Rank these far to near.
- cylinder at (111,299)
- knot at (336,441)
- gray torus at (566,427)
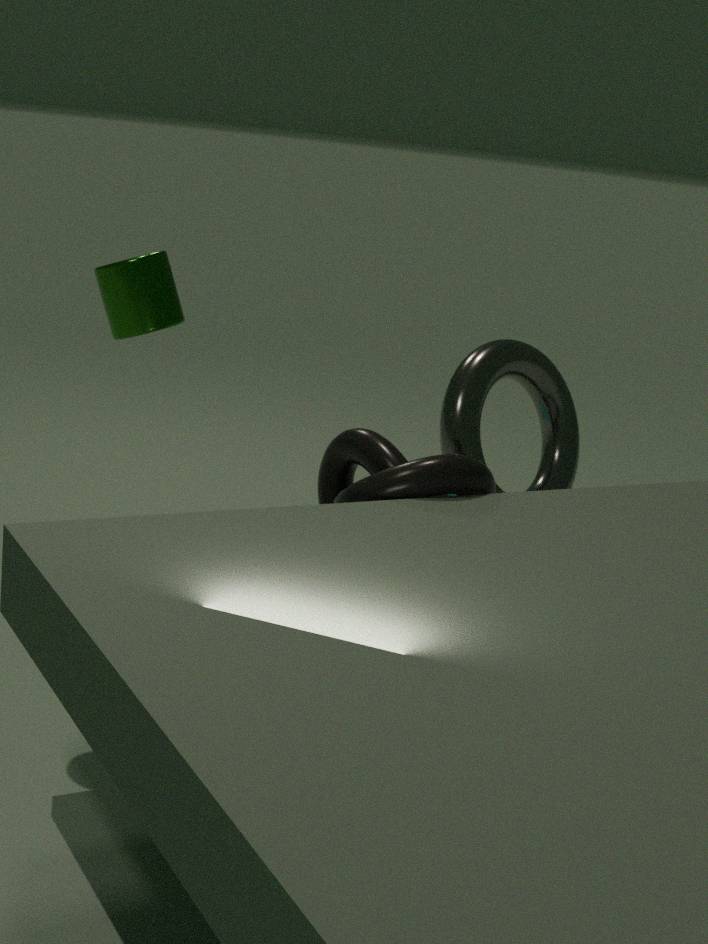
gray torus at (566,427) < cylinder at (111,299) < knot at (336,441)
